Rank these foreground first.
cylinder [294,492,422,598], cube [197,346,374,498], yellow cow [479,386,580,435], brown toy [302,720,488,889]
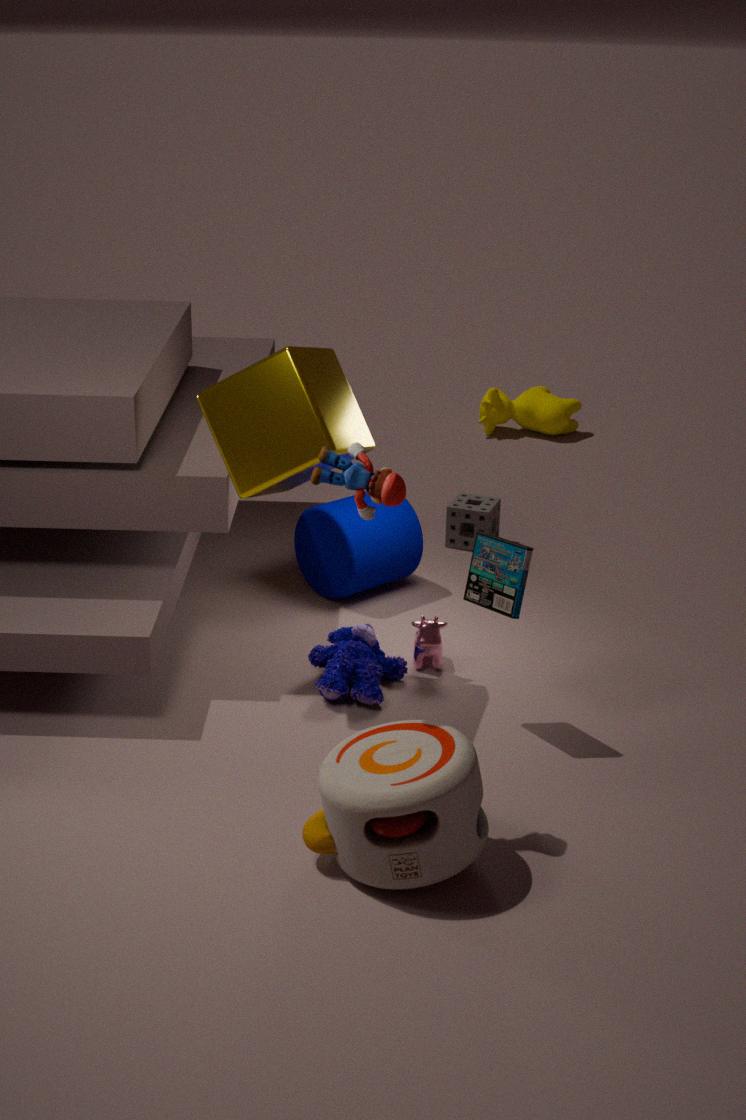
1. brown toy [302,720,488,889]
2. cube [197,346,374,498]
3. cylinder [294,492,422,598]
4. yellow cow [479,386,580,435]
